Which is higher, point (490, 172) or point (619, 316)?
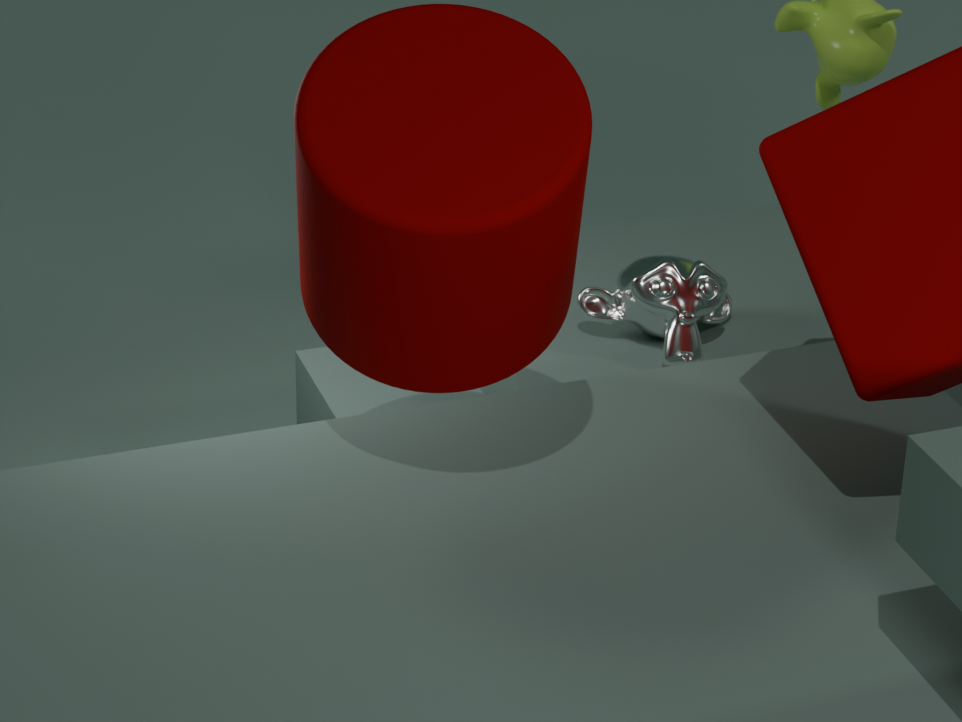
point (490, 172)
